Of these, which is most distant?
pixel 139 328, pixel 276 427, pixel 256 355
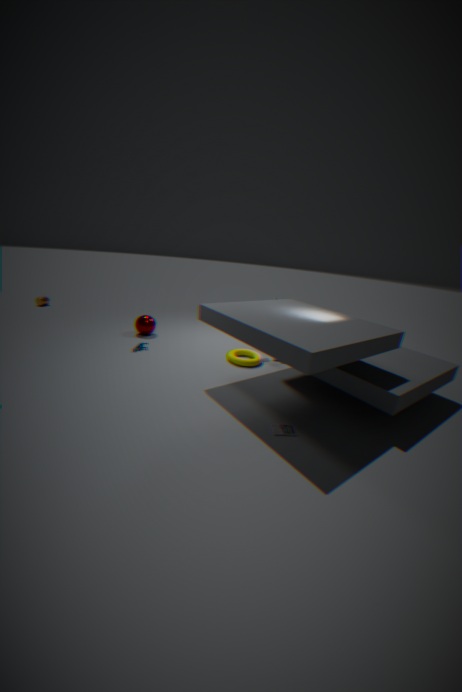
pixel 139 328
